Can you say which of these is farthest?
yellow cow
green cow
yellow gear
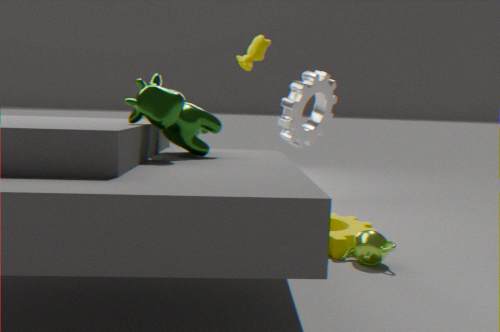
yellow cow
